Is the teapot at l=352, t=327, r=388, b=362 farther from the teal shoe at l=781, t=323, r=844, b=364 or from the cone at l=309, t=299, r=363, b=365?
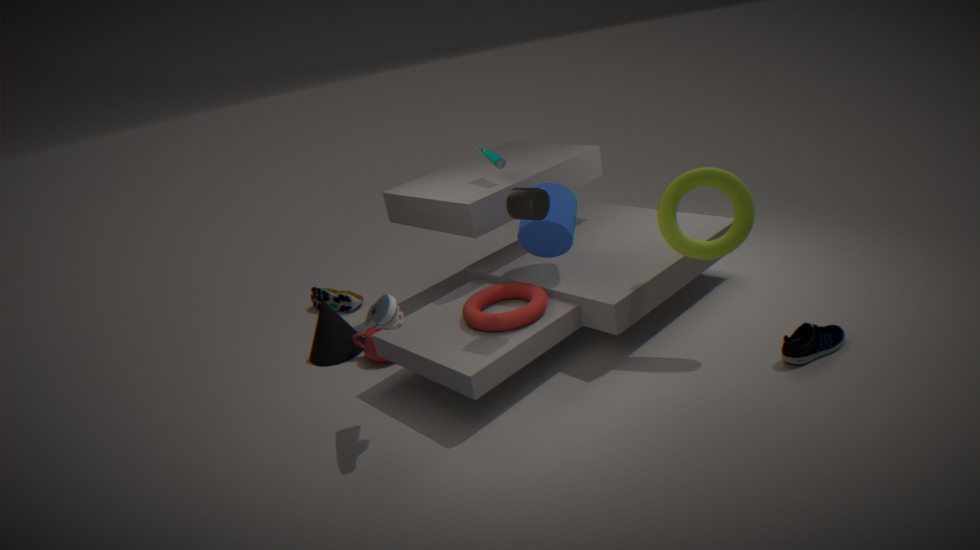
the teal shoe at l=781, t=323, r=844, b=364
